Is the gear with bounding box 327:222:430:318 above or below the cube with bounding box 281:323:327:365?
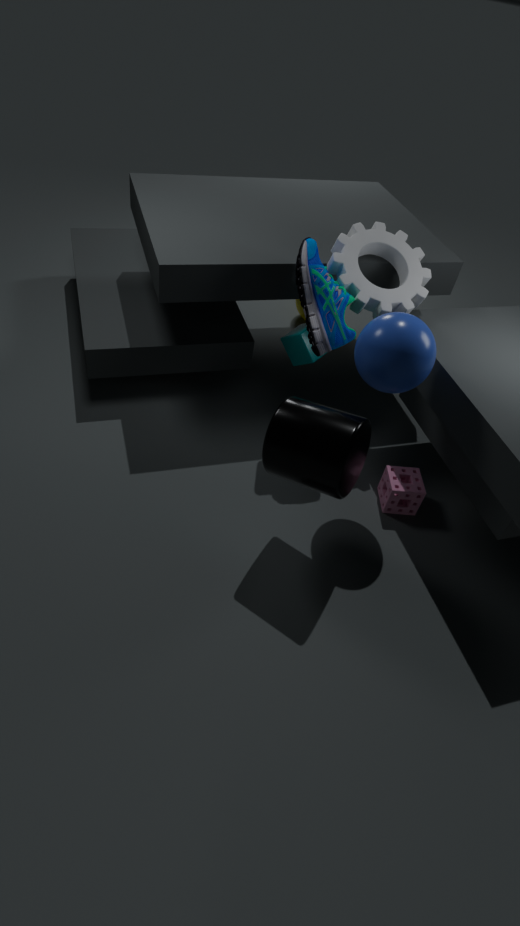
above
